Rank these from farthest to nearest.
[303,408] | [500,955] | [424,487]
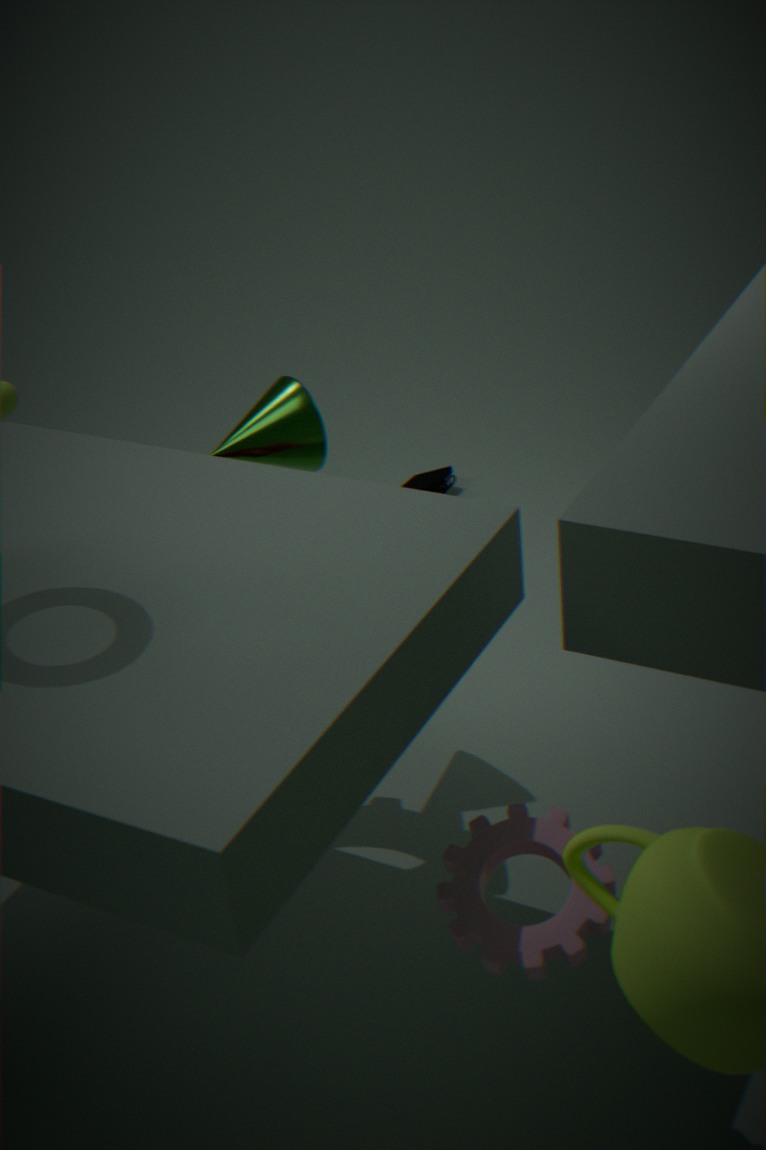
[424,487]
[303,408]
[500,955]
